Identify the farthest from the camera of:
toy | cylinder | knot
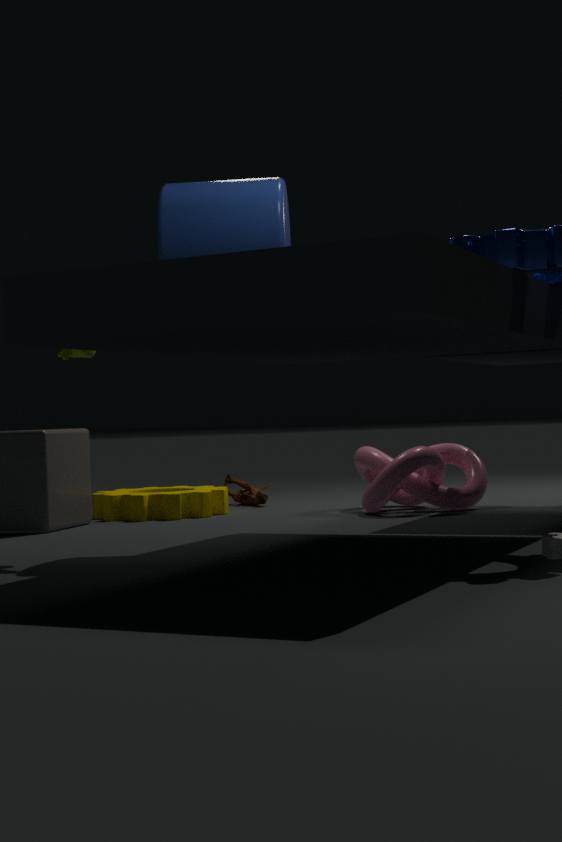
toy
